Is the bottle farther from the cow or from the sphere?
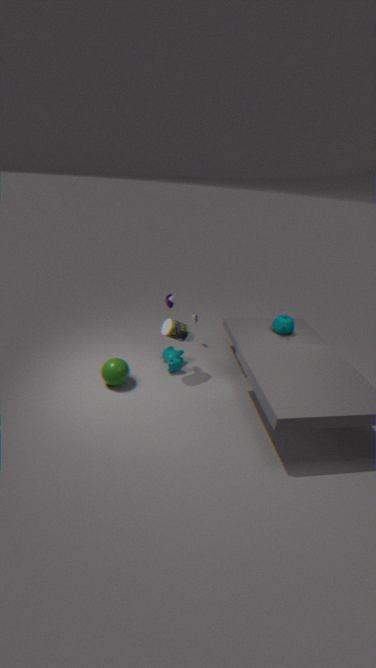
the sphere
